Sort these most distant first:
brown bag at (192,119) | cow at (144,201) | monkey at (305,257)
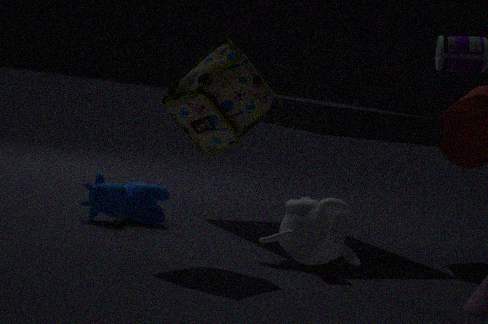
1. cow at (144,201)
2. monkey at (305,257)
3. brown bag at (192,119)
